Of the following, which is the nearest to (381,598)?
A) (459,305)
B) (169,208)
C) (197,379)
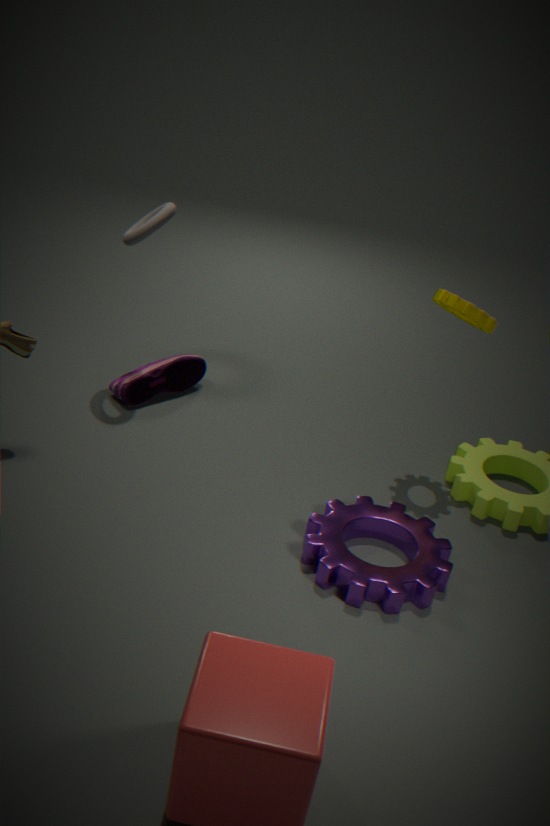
(459,305)
